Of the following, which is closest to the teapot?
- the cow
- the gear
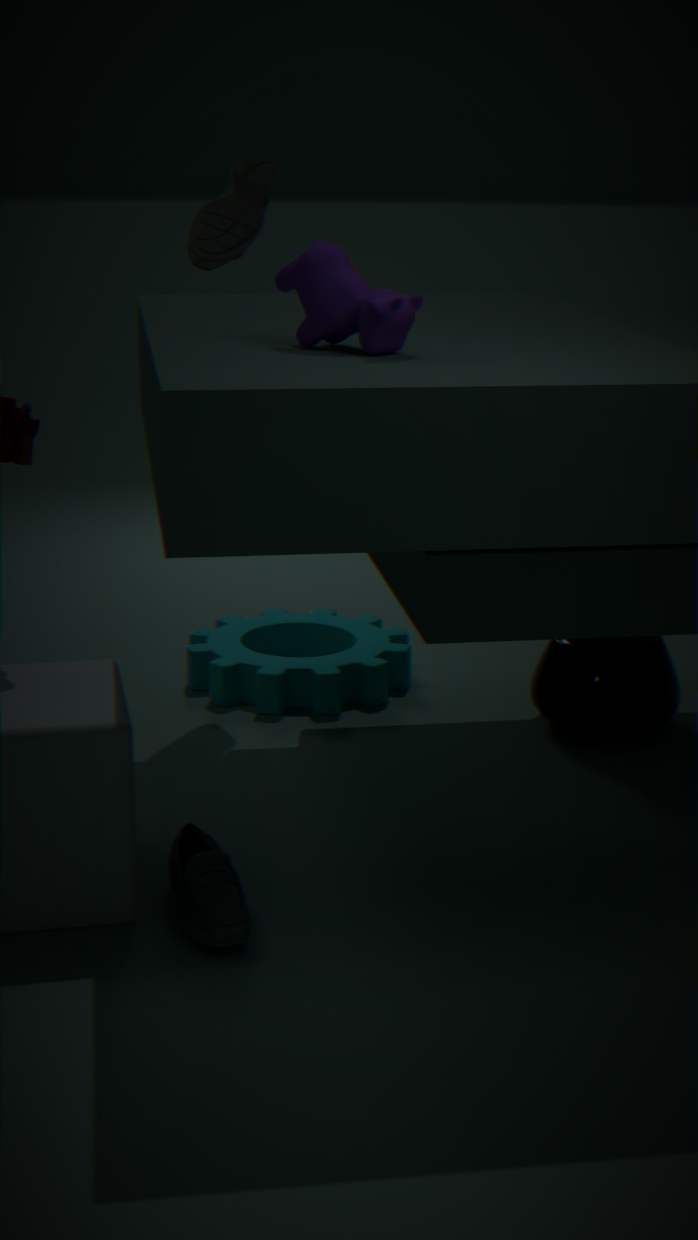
the gear
